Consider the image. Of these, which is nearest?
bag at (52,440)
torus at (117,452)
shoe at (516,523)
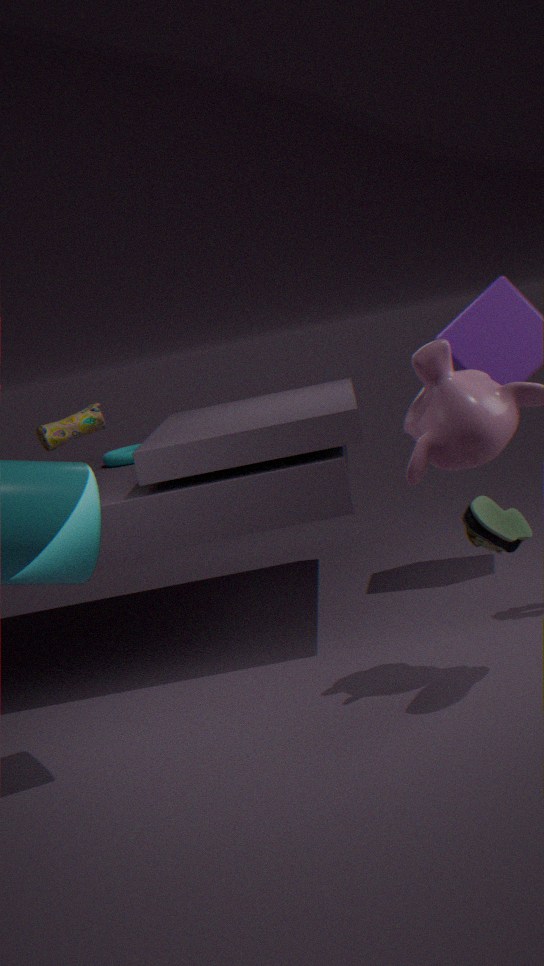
shoe at (516,523)
